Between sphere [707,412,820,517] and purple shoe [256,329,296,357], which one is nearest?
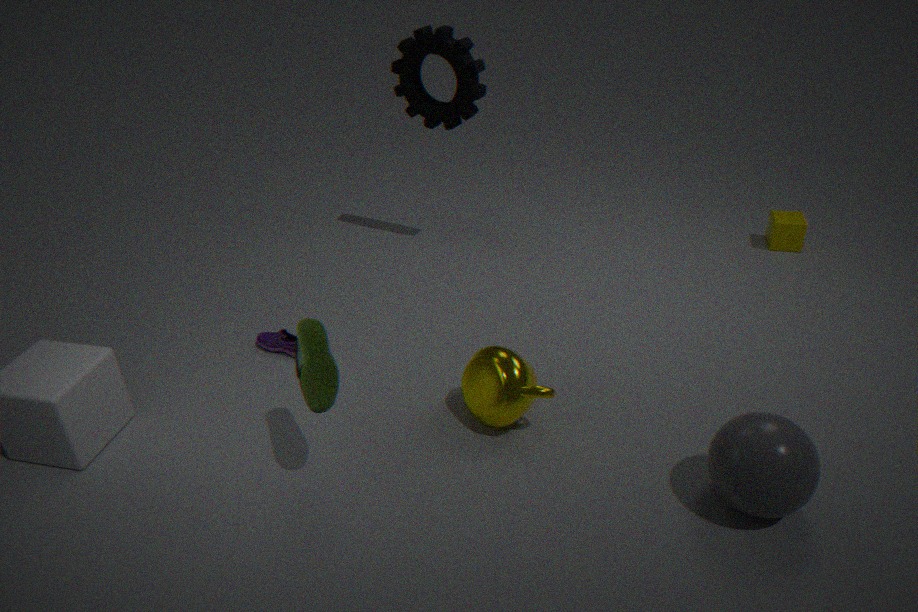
sphere [707,412,820,517]
